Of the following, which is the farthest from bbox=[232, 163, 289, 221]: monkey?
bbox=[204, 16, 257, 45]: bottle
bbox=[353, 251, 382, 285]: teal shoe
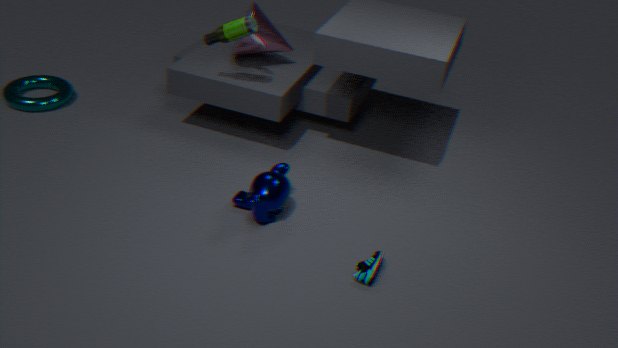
bbox=[204, 16, 257, 45]: bottle
